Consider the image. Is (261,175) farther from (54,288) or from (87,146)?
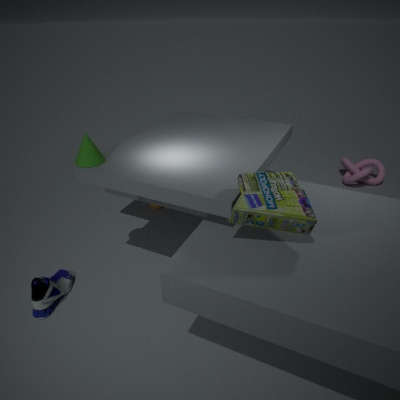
(54,288)
